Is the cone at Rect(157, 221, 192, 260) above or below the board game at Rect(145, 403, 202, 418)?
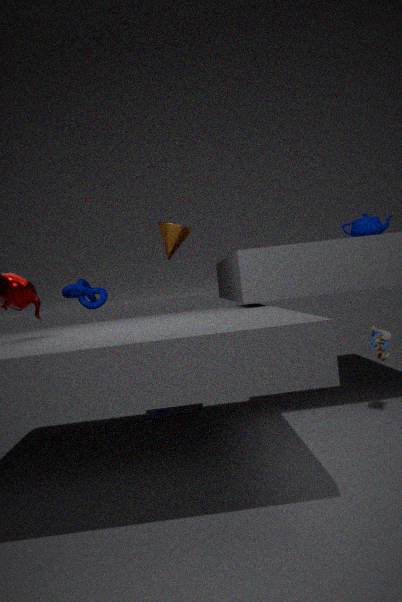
above
